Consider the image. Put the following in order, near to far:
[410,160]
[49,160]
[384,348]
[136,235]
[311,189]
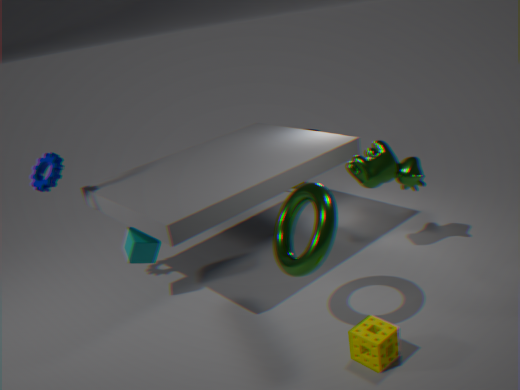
[384,348]
[311,189]
[136,235]
[49,160]
[410,160]
